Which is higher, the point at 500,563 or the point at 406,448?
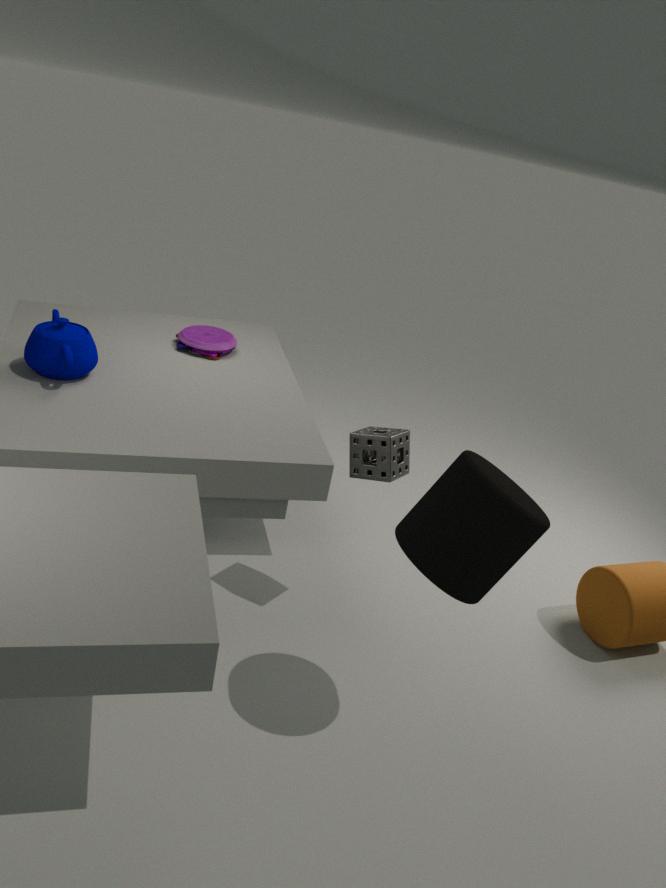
the point at 500,563
